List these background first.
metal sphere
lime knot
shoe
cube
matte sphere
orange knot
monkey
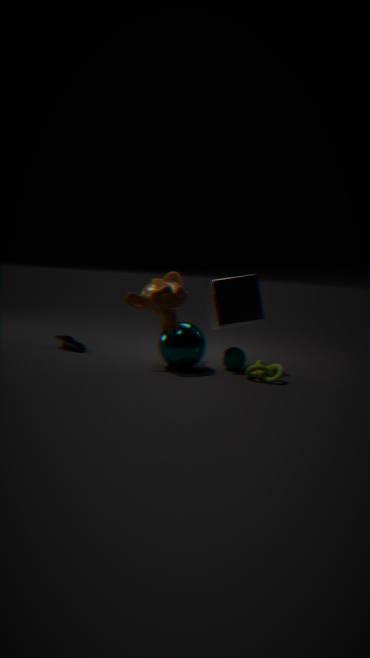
shoe < orange knot < matte sphere < cube < metal sphere < monkey < lime knot
